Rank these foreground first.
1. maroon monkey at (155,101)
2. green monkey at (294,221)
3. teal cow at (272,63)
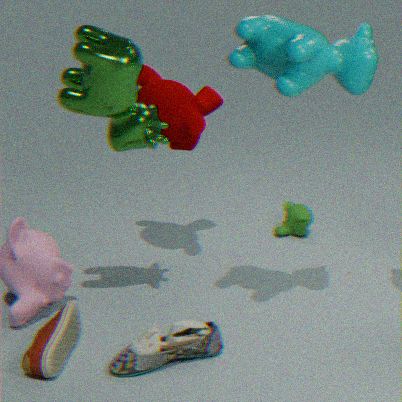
teal cow at (272,63) → maroon monkey at (155,101) → green monkey at (294,221)
